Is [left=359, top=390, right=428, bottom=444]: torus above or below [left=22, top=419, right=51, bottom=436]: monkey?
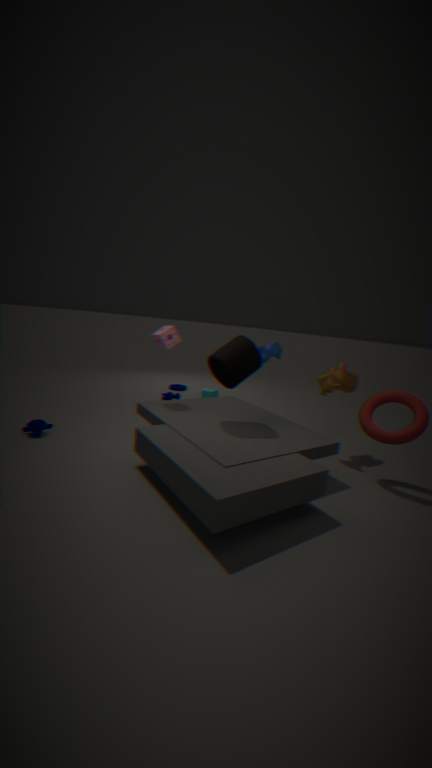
above
